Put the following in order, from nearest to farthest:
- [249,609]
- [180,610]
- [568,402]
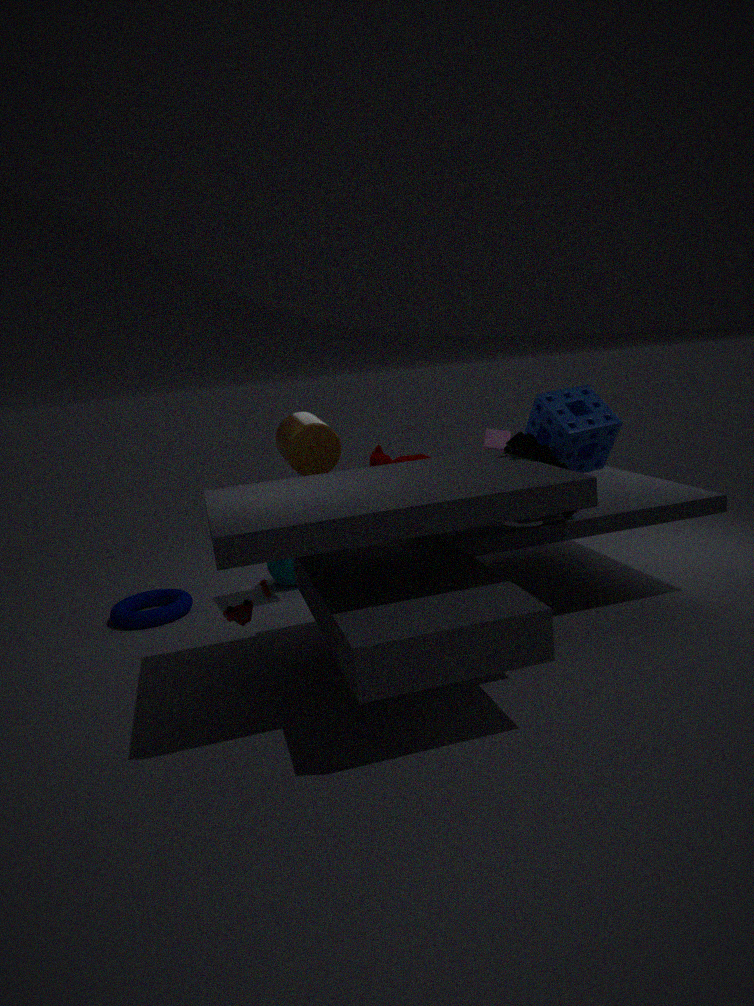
[249,609], [568,402], [180,610]
